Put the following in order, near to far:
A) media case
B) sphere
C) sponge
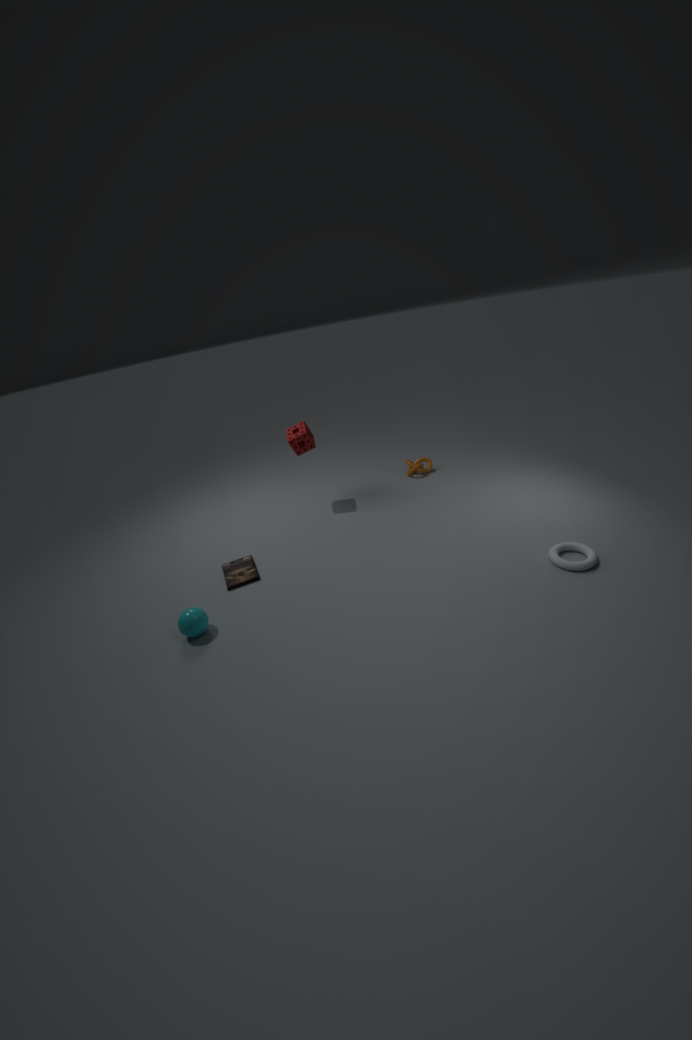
sphere → media case → sponge
